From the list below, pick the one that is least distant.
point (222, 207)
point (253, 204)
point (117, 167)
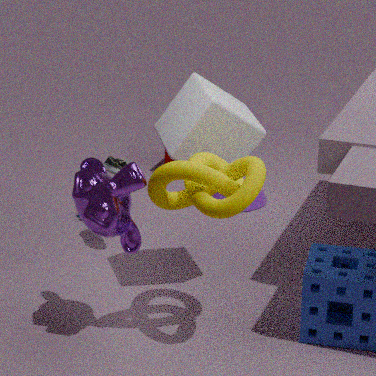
point (222, 207)
